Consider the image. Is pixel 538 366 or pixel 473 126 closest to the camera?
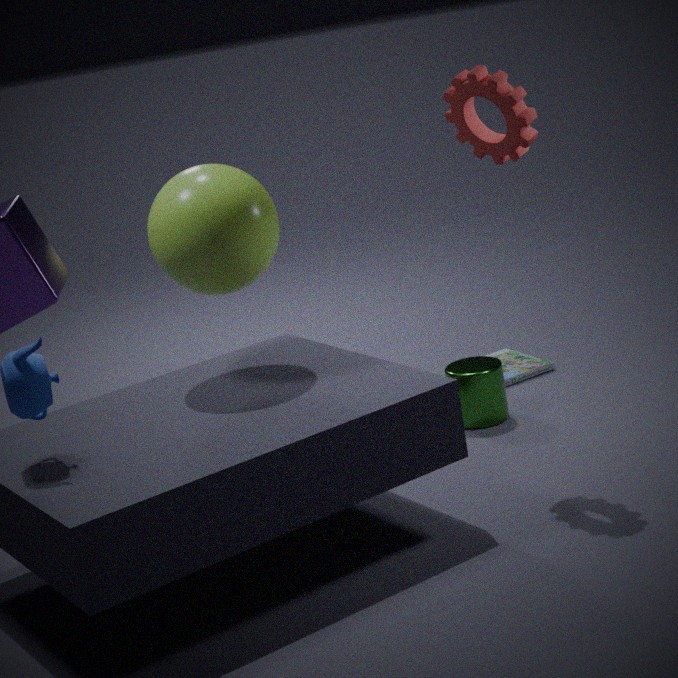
pixel 473 126
